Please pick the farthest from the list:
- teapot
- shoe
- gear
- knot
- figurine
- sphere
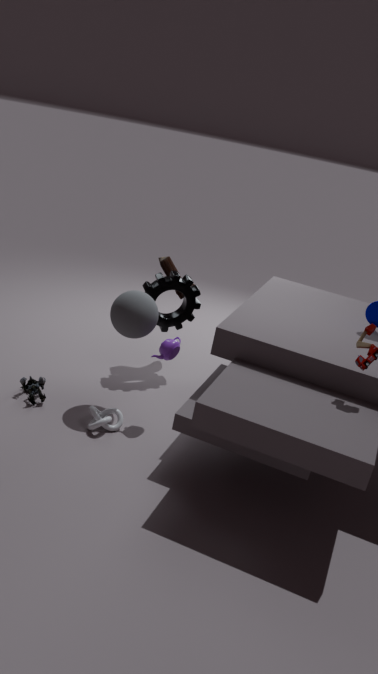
shoe
